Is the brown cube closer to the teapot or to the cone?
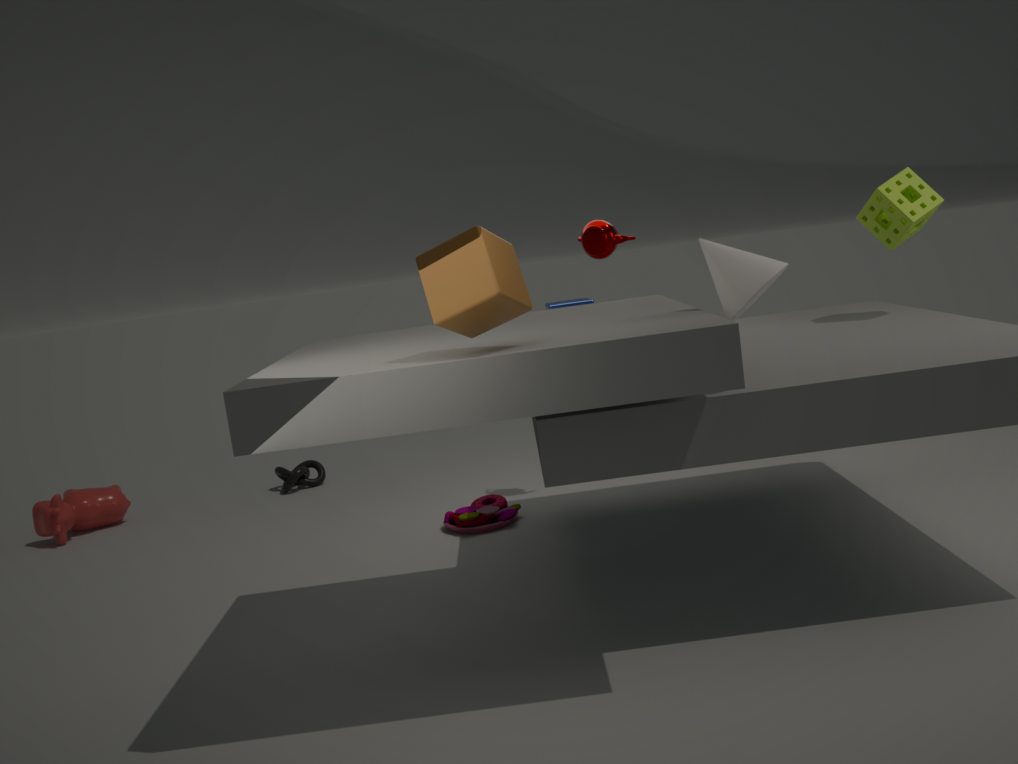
the cone
